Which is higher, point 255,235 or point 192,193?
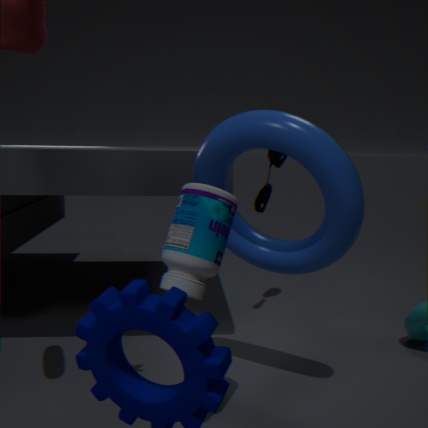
point 255,235
